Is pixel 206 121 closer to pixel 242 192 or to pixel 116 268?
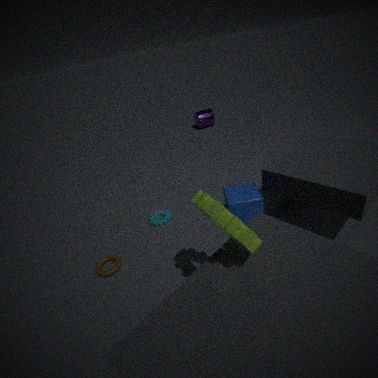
pixel 242 192
